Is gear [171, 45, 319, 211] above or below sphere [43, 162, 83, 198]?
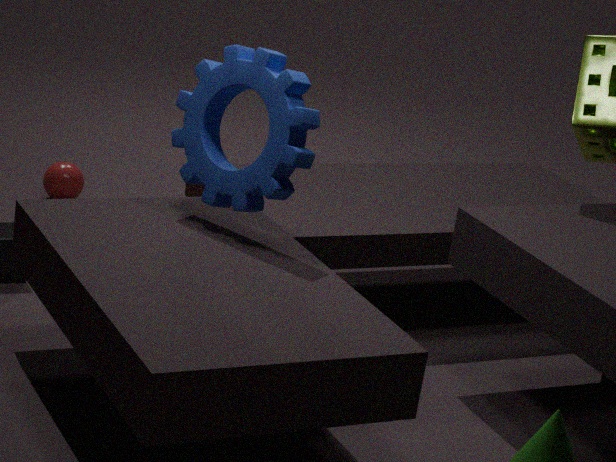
above
